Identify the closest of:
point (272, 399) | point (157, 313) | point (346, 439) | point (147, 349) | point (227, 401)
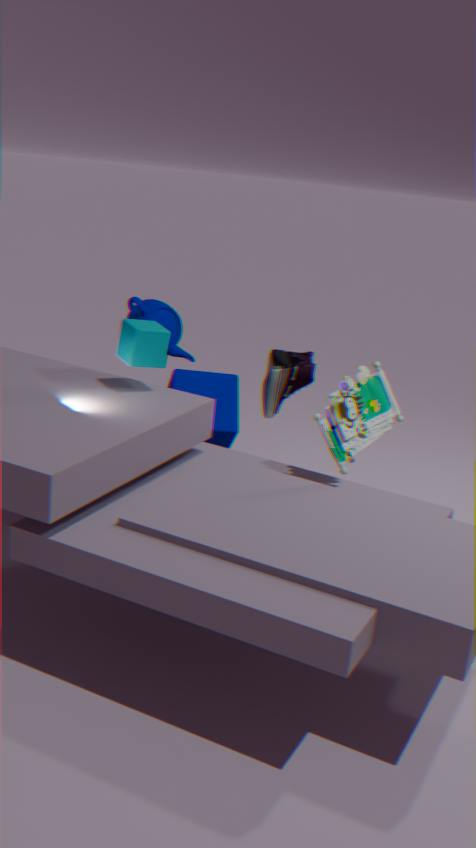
point (346, 439)
